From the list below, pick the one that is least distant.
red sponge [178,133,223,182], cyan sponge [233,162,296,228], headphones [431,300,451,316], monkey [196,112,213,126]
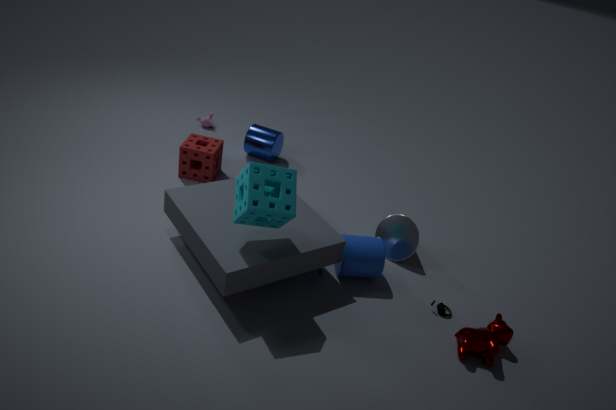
cyan sponge [233,162,296,228]
